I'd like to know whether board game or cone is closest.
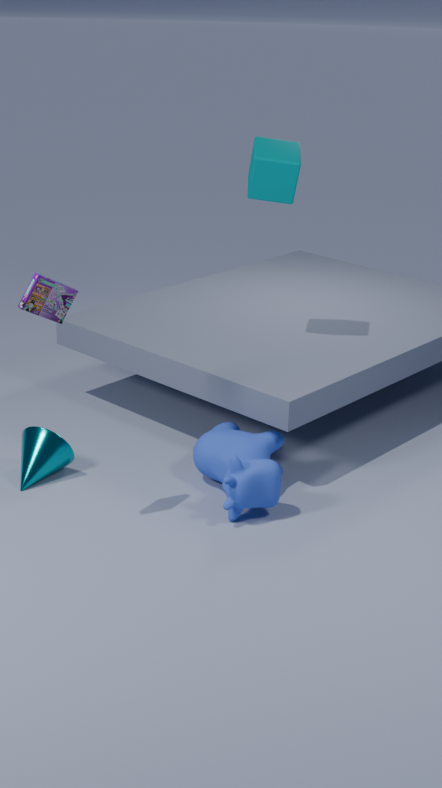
board game
